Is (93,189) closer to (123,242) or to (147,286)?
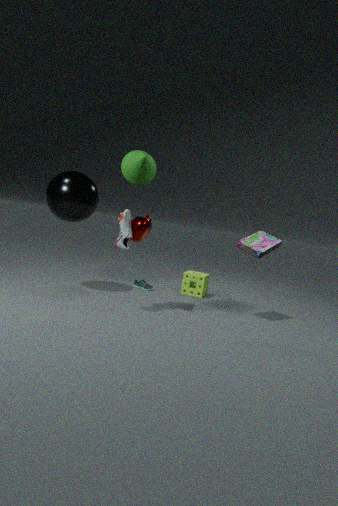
(123,242)
